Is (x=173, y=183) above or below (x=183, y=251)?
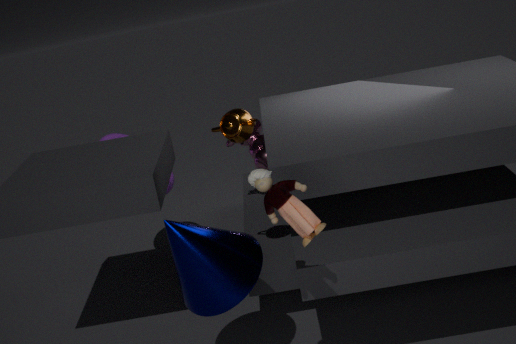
above
